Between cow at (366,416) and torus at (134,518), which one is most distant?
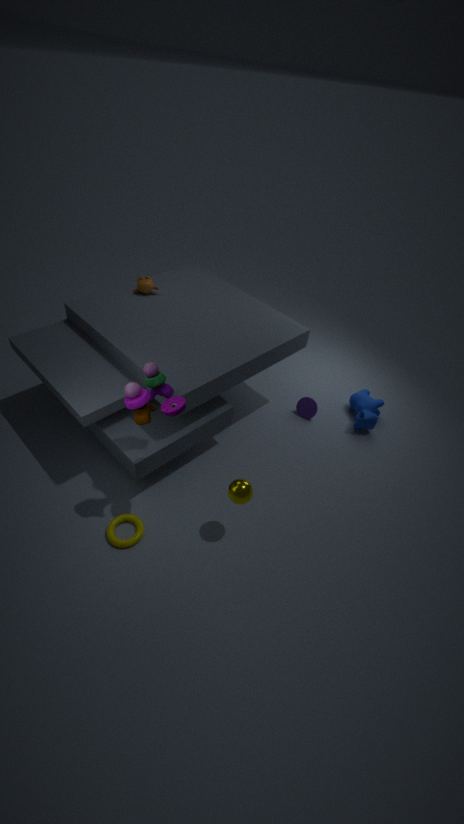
cow at (366,416)
